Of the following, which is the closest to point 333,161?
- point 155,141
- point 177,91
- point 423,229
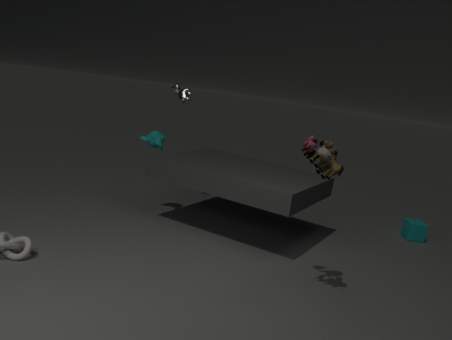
point 155,141
